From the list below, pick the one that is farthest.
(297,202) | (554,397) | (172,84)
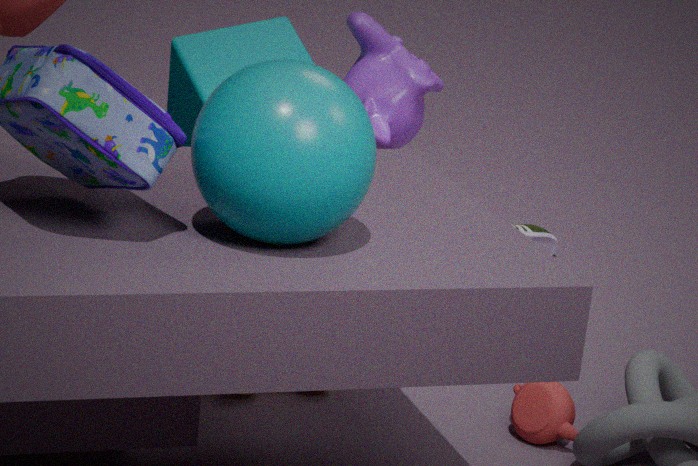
(172,84)
